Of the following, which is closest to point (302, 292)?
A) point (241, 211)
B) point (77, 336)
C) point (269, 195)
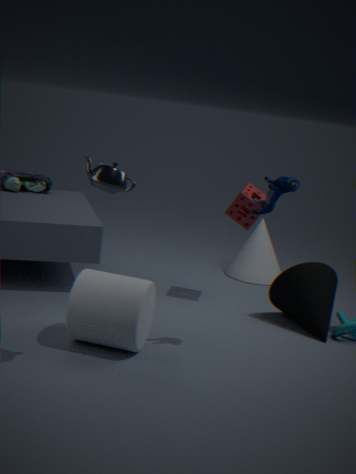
point (241, 211)
